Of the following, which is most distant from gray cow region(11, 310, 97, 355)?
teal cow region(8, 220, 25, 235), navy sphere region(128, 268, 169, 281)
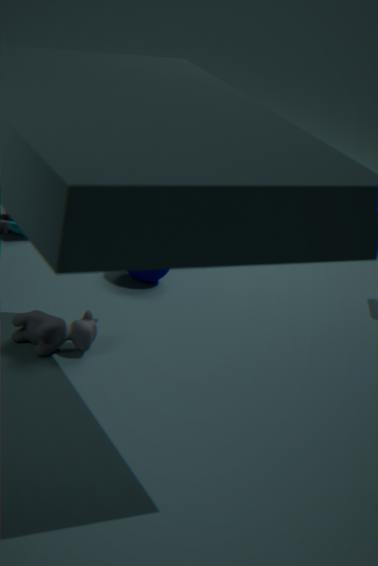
teal cow region(8, 220, 25, 235)
